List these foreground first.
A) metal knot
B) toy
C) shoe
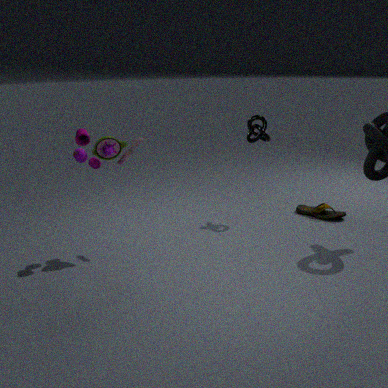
1. toy
2. metal knot
3. shoe
